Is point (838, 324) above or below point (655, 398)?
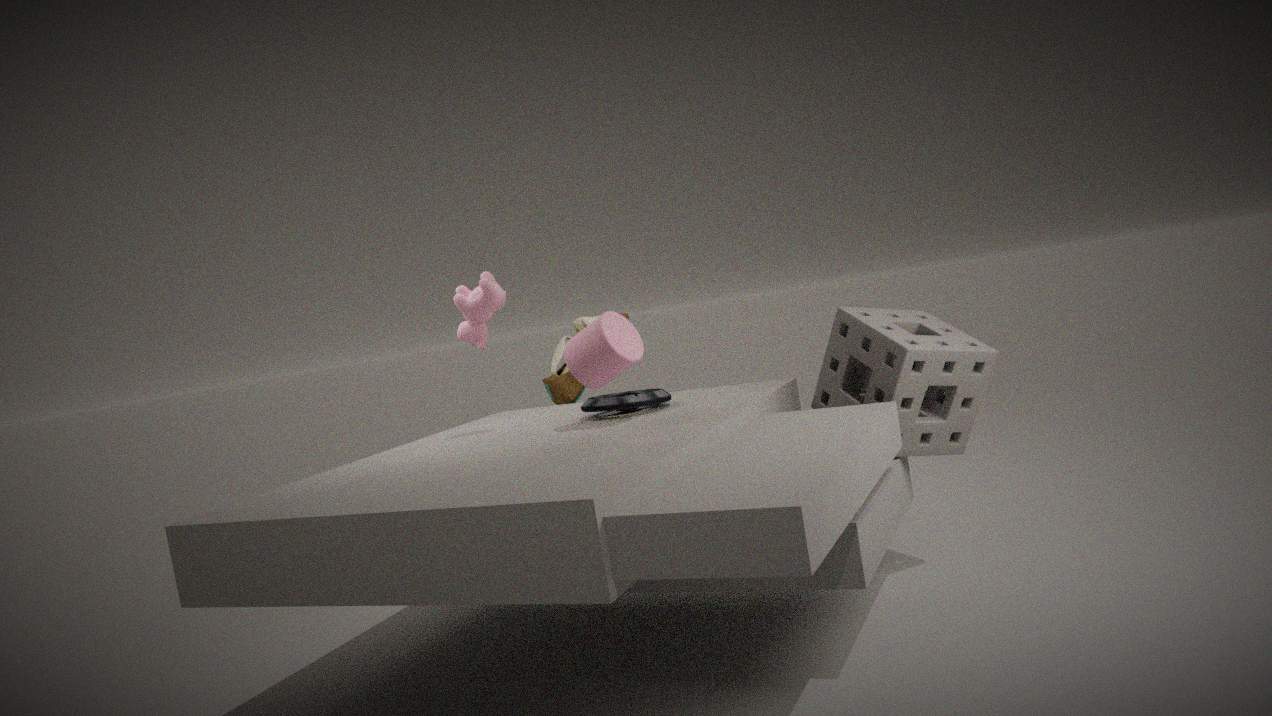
below
